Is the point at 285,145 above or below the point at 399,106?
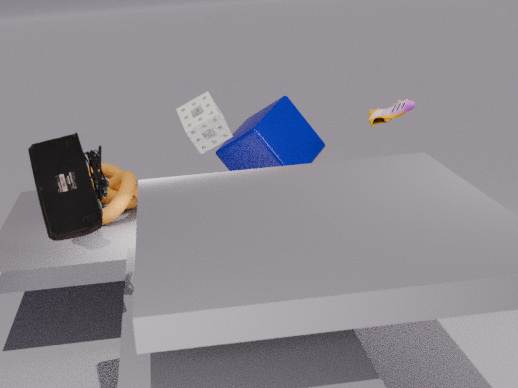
below
